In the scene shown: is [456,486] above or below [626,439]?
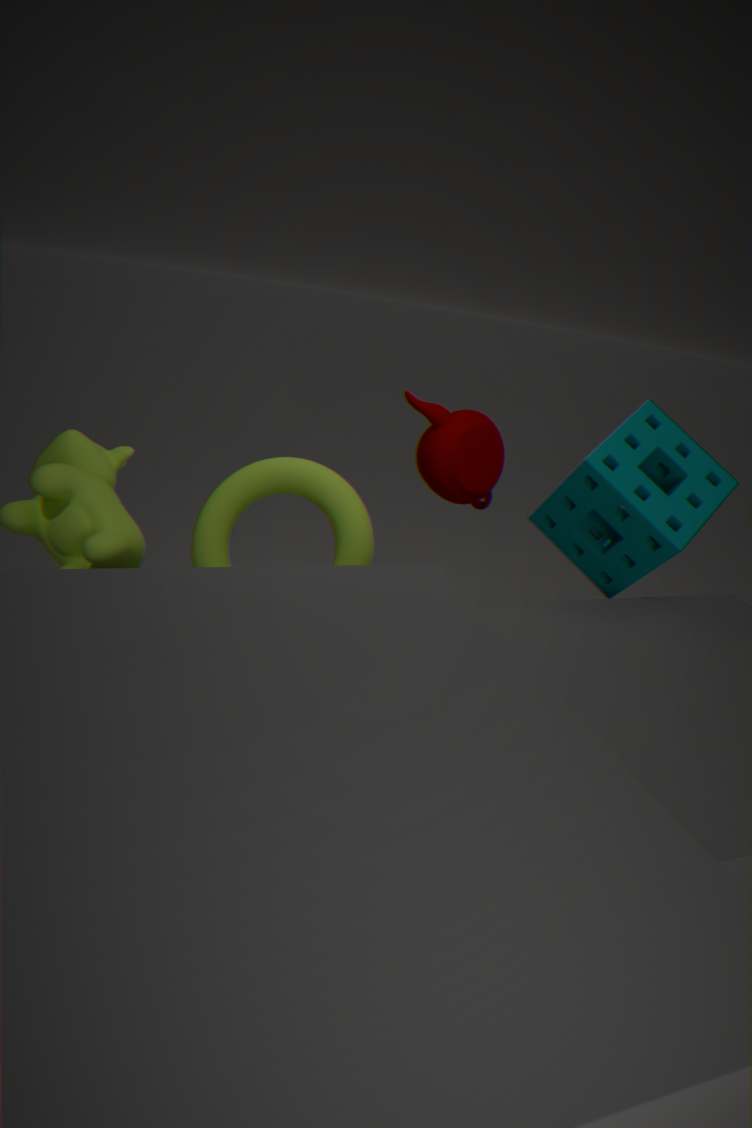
below
